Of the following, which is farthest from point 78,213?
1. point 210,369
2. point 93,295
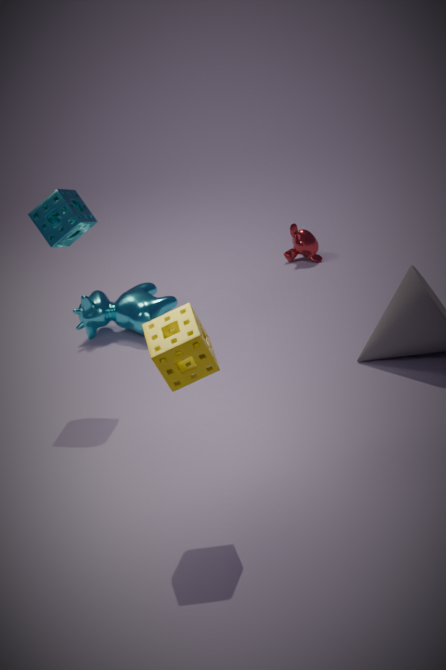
point 210,369
